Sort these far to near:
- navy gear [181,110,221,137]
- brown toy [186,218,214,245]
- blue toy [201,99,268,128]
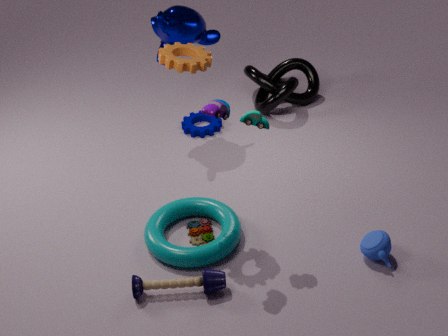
navy gear [181,110,221,137], brown toy [186,218,214,245], blue toy [201,99,268,128]
